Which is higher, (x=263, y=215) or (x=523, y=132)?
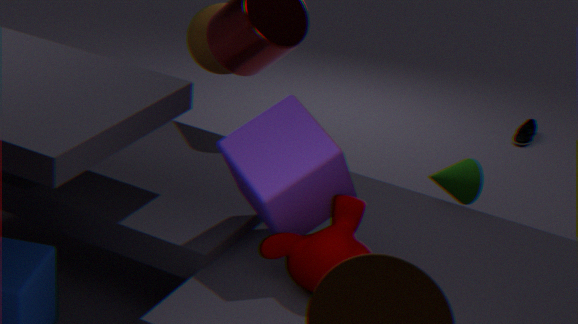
(x=263, y=215)
